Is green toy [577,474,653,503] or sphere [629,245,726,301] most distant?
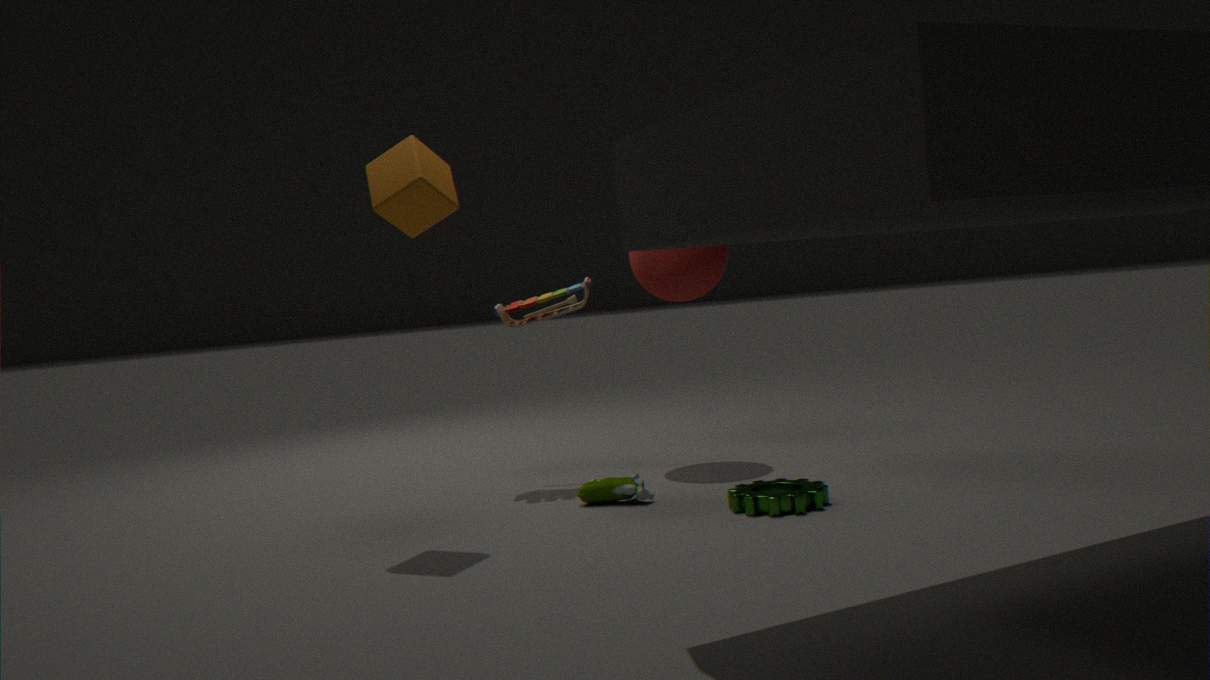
sphere [629,245,726,301]
